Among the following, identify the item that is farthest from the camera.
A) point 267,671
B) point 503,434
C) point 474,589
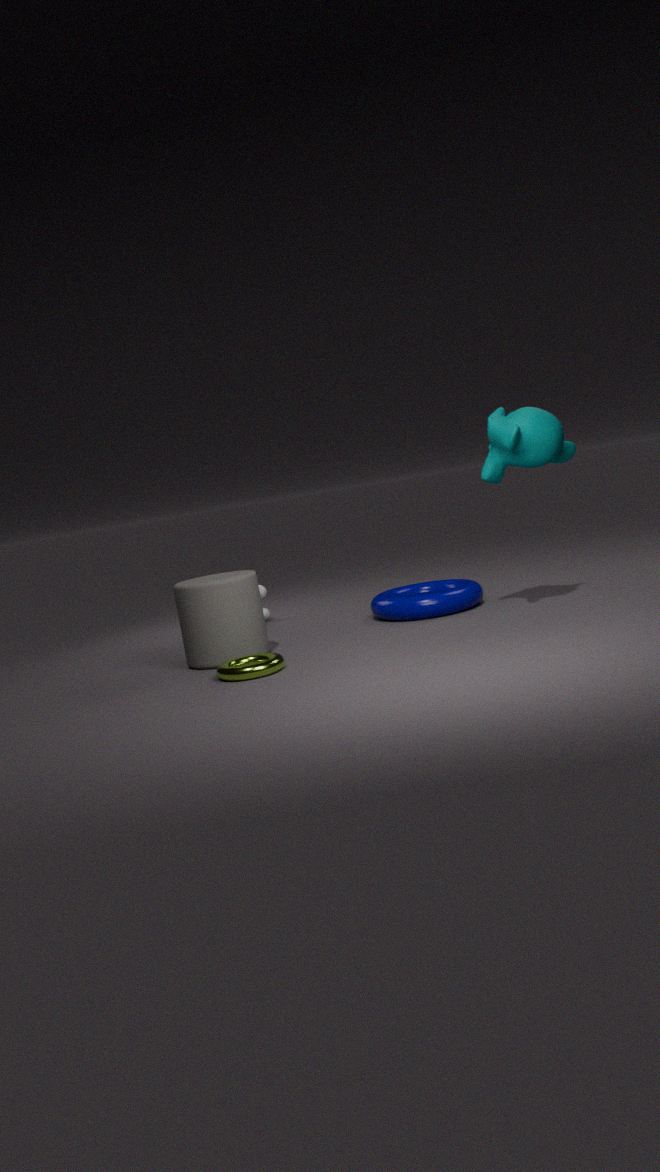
point 474,589
